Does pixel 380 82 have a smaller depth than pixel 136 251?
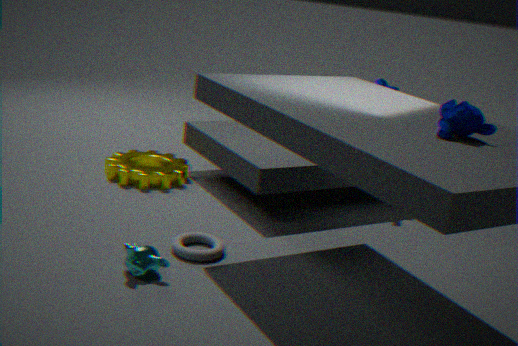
No
